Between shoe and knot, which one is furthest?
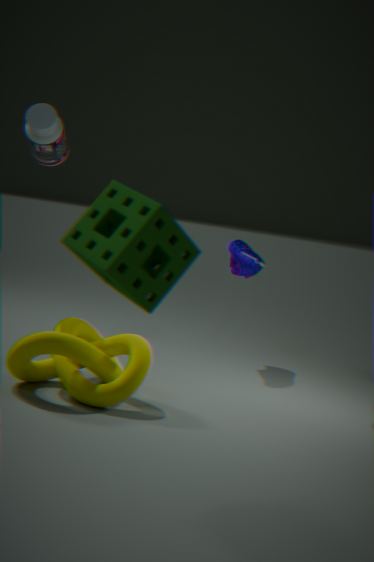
shoe
